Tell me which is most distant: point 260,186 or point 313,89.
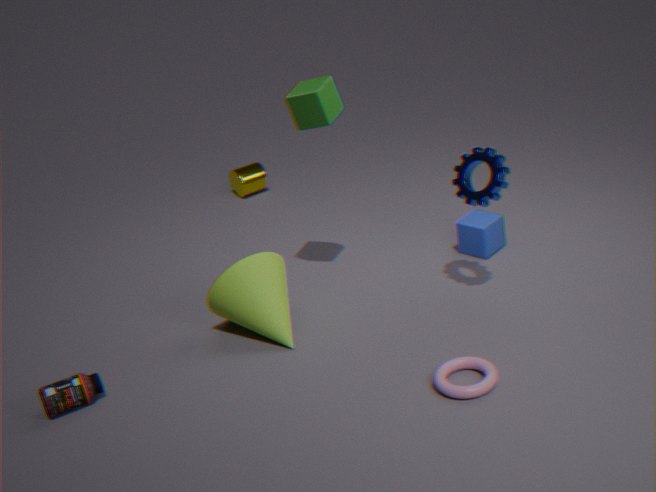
point 260,186
